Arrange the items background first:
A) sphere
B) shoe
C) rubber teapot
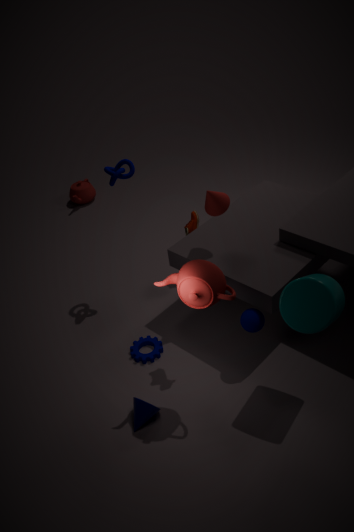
C. rubber teapot
B. shoe
A. sphere
